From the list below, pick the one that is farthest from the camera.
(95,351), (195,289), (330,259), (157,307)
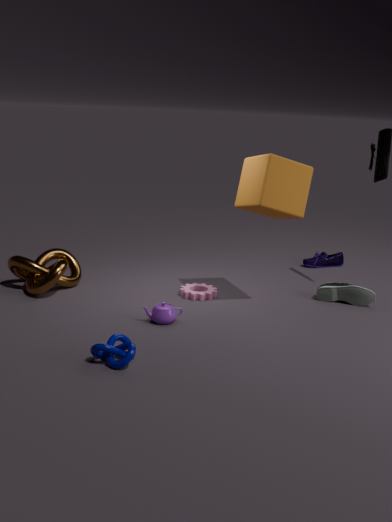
(330,259)
